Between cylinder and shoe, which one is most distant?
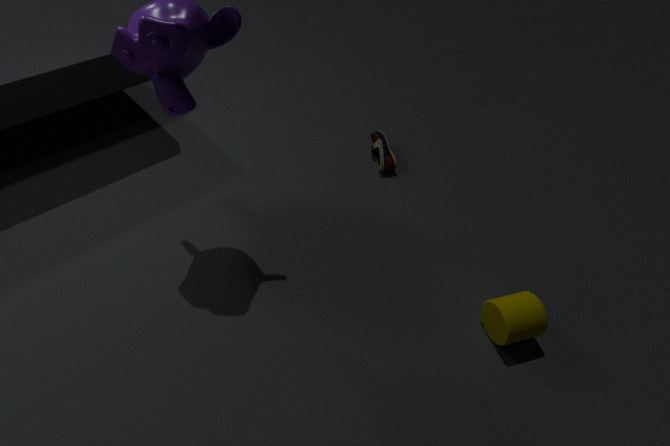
shoe
